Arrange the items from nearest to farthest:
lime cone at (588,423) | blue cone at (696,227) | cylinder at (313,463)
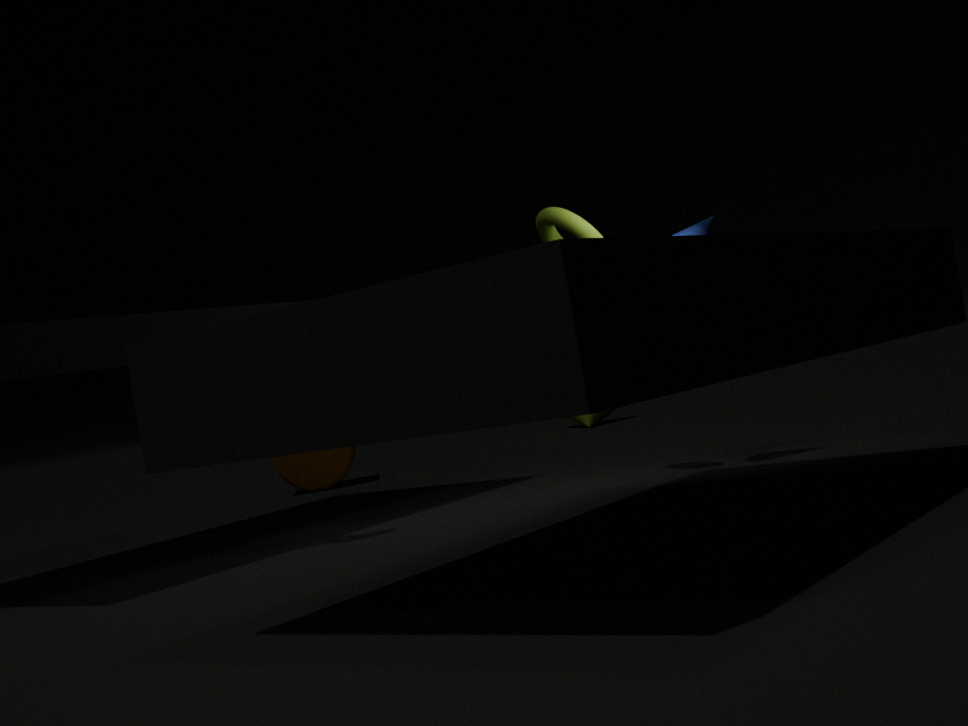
blue cone at (696,227) → cylinder at (313,463) → lime cone at (588,423)
